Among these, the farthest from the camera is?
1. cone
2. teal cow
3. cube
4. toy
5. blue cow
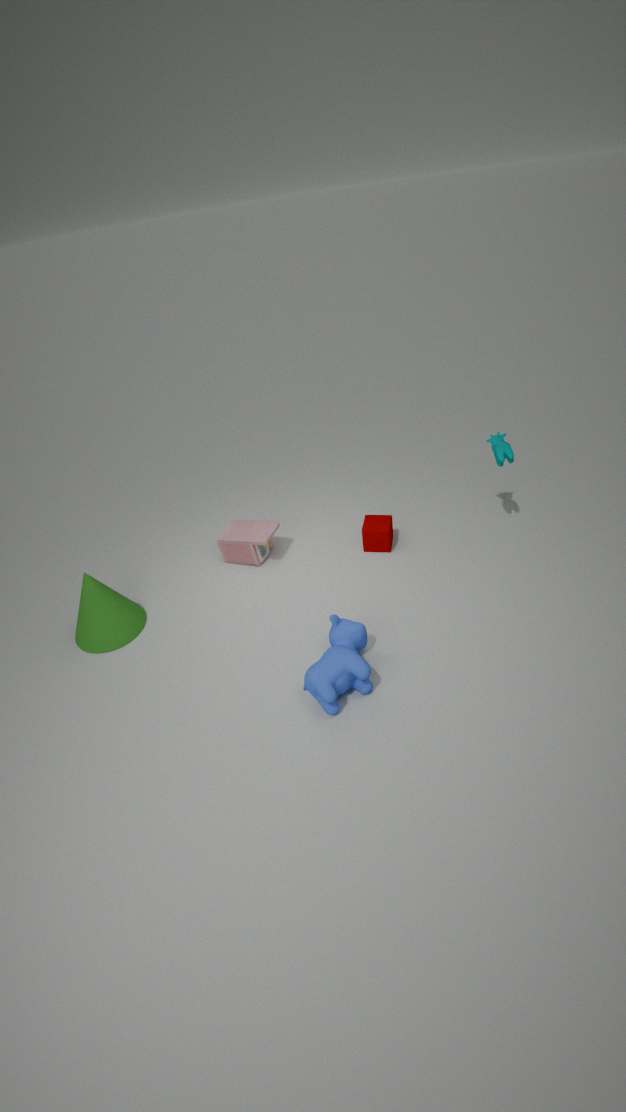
toy
